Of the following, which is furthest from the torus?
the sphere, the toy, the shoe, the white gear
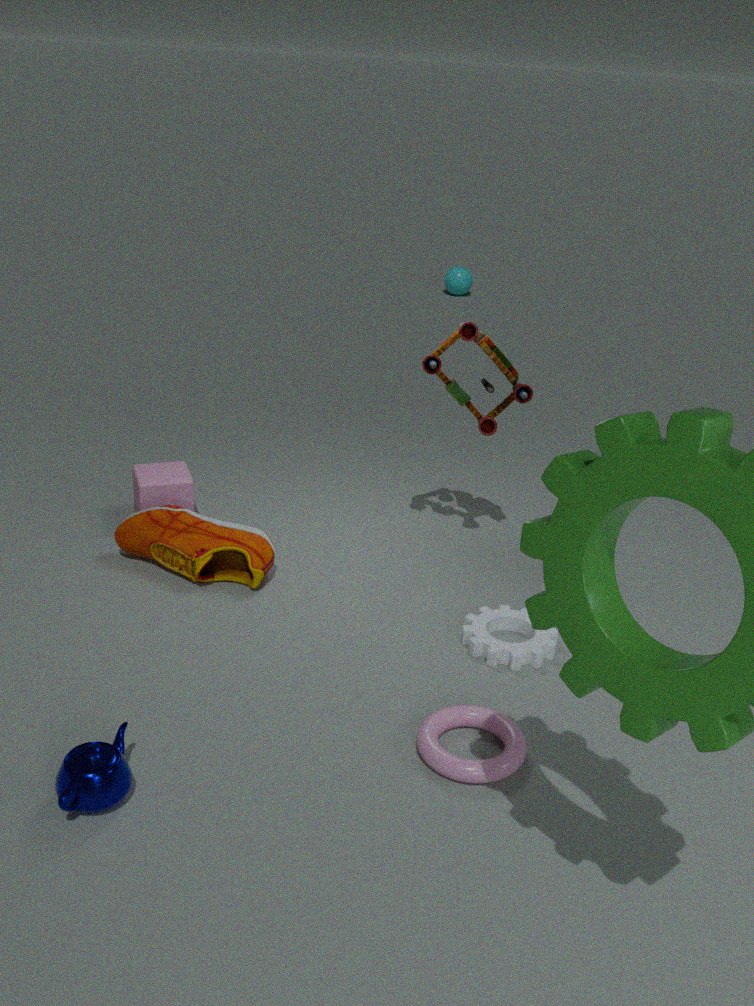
the sphere
